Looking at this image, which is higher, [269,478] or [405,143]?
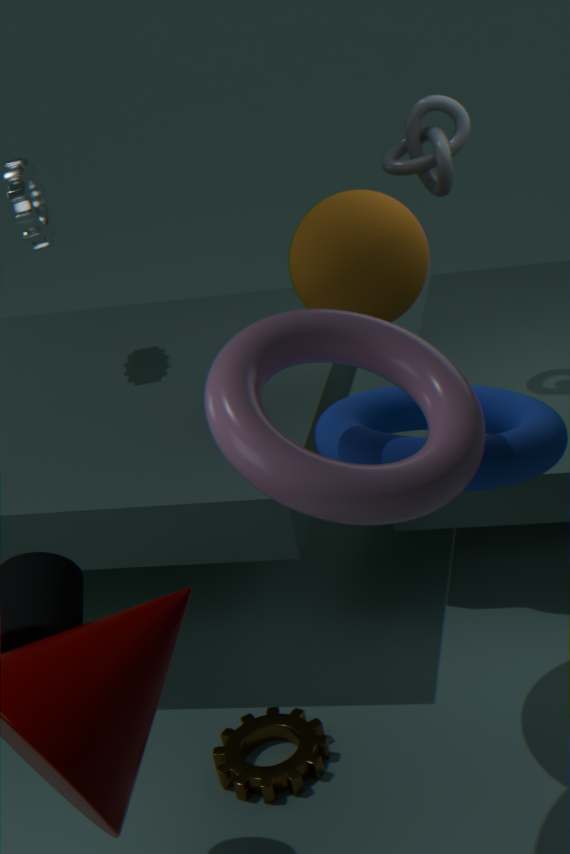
[405,143]
